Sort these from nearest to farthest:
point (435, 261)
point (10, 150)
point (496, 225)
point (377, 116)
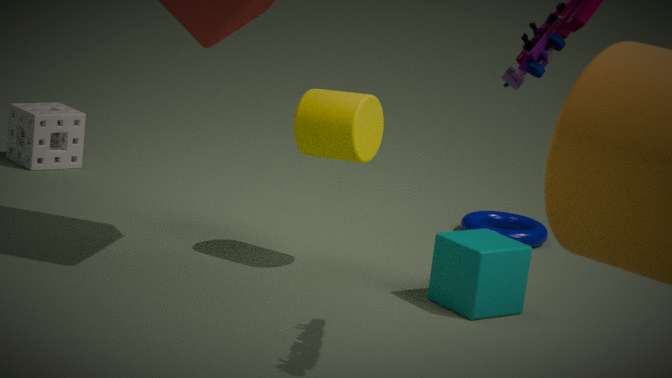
point (435, 261) → point (377, 116) → point (496, 225) → point (10, 150)
